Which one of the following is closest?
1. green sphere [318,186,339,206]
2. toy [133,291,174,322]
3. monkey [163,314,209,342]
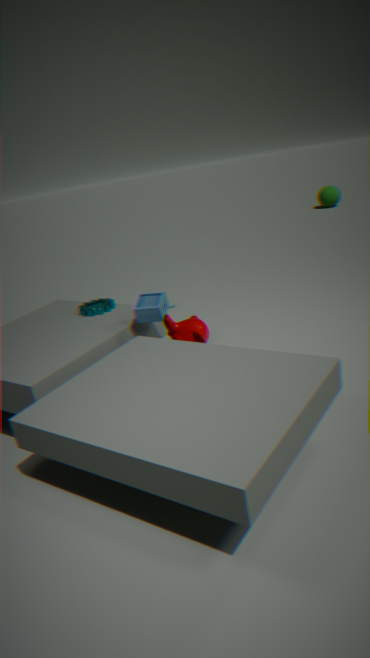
toy [133,291,174,322]
